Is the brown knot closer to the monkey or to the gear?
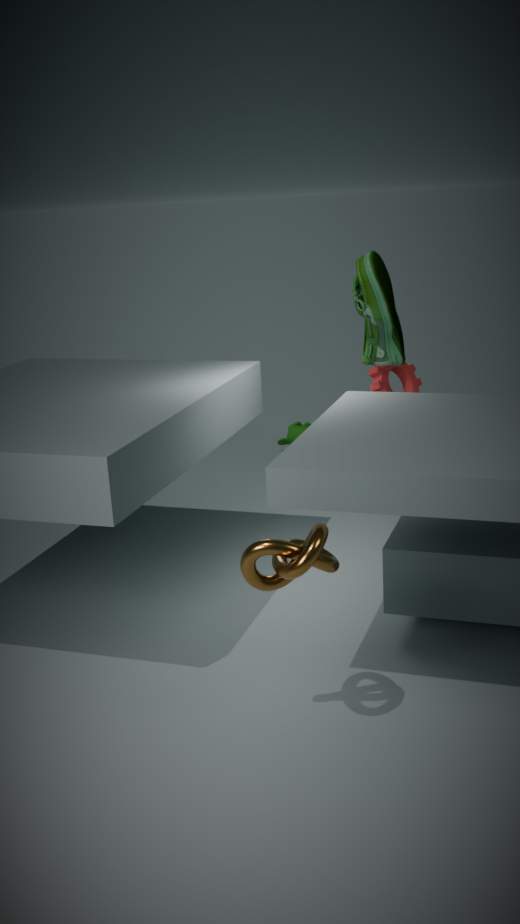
the gear
